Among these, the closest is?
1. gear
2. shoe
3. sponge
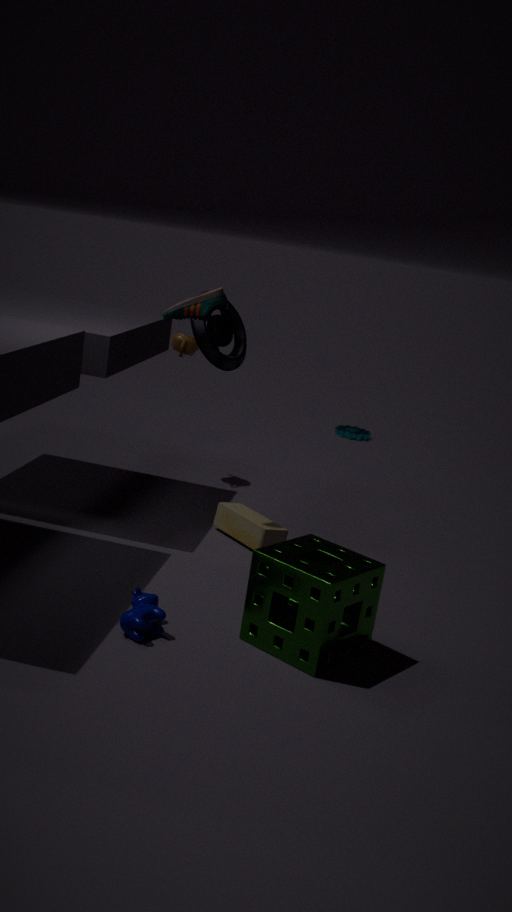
sponge
